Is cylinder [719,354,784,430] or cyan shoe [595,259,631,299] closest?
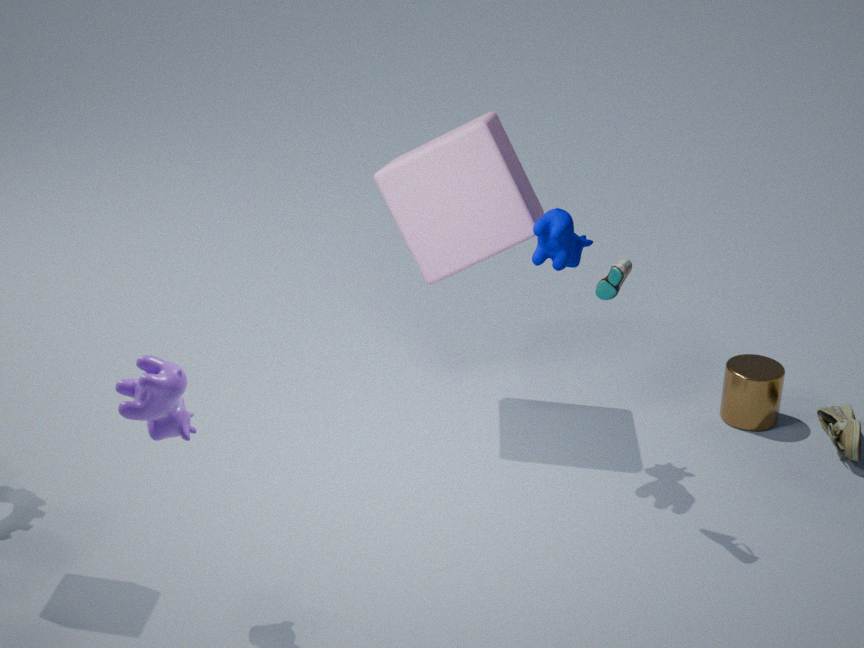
cyan shoe [595,259,631,299]
